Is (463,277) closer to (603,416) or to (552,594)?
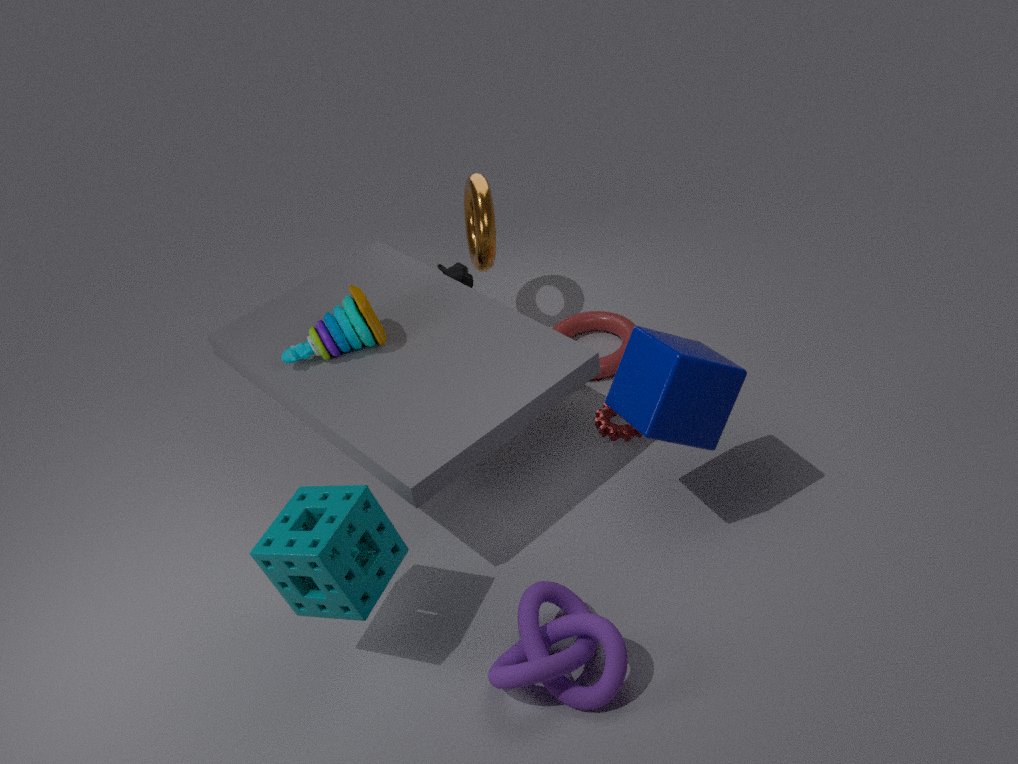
(603,416)
